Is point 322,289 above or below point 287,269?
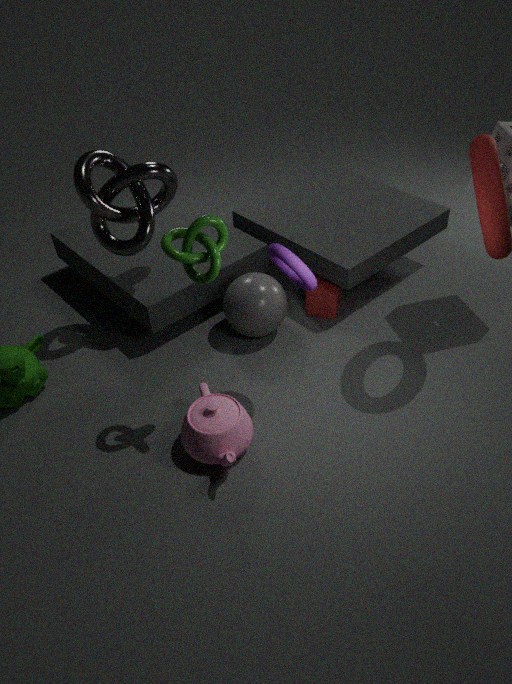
below
